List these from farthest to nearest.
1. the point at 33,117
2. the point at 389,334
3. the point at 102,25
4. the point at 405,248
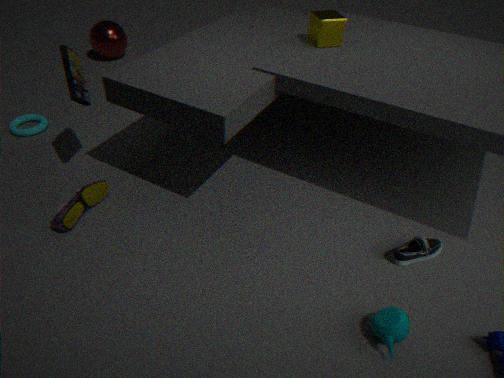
1. the point at 102,25
2. the point at 33,117
3. the point at 405,248
4. the point at 389,334
